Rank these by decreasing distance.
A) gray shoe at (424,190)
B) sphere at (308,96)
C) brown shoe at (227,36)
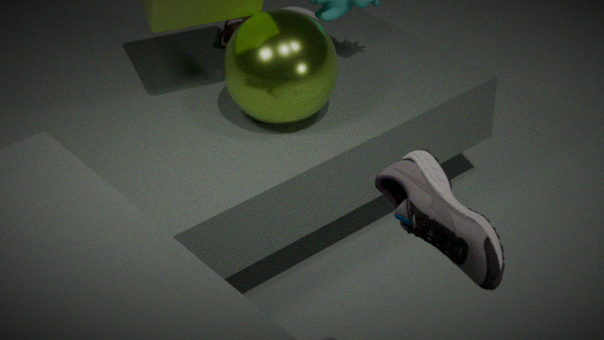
brown shoe at (227,36) < sphere at (308,96) < gray shoe at (424,190)
